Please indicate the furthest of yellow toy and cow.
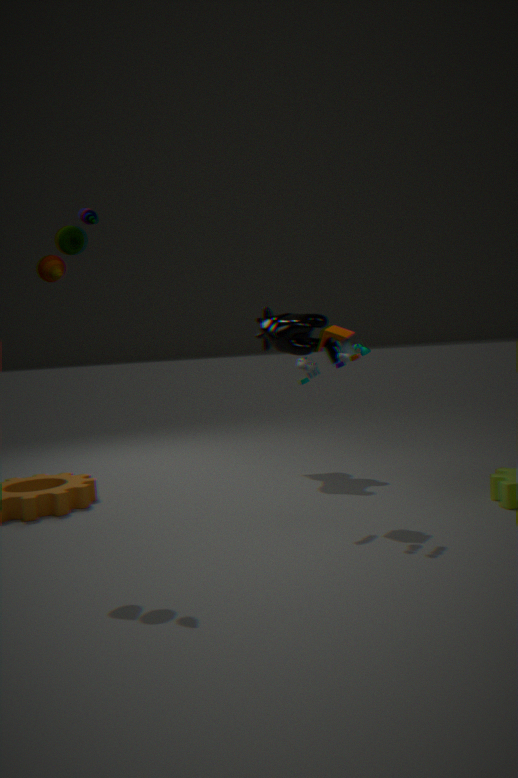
cow
